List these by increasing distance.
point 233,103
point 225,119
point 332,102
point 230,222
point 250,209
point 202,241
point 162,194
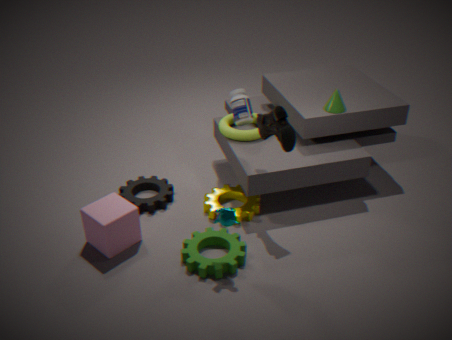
point 230,222
point 202,241
point 250,209
point 332,102
point 162,194
point 233,103
point 225,119
